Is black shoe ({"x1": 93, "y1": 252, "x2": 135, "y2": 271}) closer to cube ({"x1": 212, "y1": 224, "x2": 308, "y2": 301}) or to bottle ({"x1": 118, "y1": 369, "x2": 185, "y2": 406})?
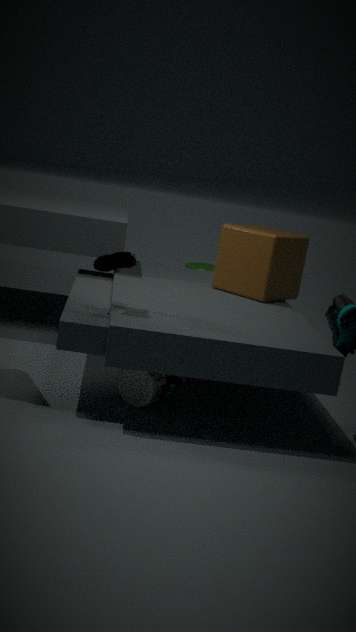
bottle ({"x1": 118, "y1": 369, "x2": 185, "y2": 406})
